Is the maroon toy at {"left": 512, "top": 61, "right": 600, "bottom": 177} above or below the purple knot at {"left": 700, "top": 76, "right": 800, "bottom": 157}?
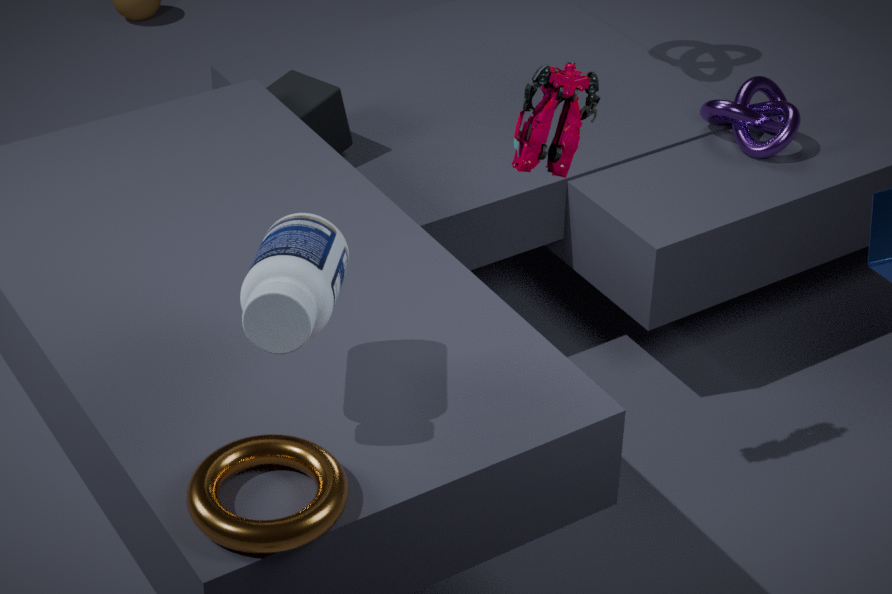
above
